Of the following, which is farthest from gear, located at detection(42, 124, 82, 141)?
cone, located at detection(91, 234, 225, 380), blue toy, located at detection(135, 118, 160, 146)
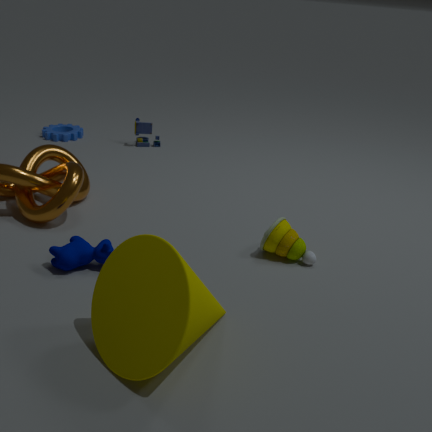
cone, located at detection(91, 234, 225, 380)
